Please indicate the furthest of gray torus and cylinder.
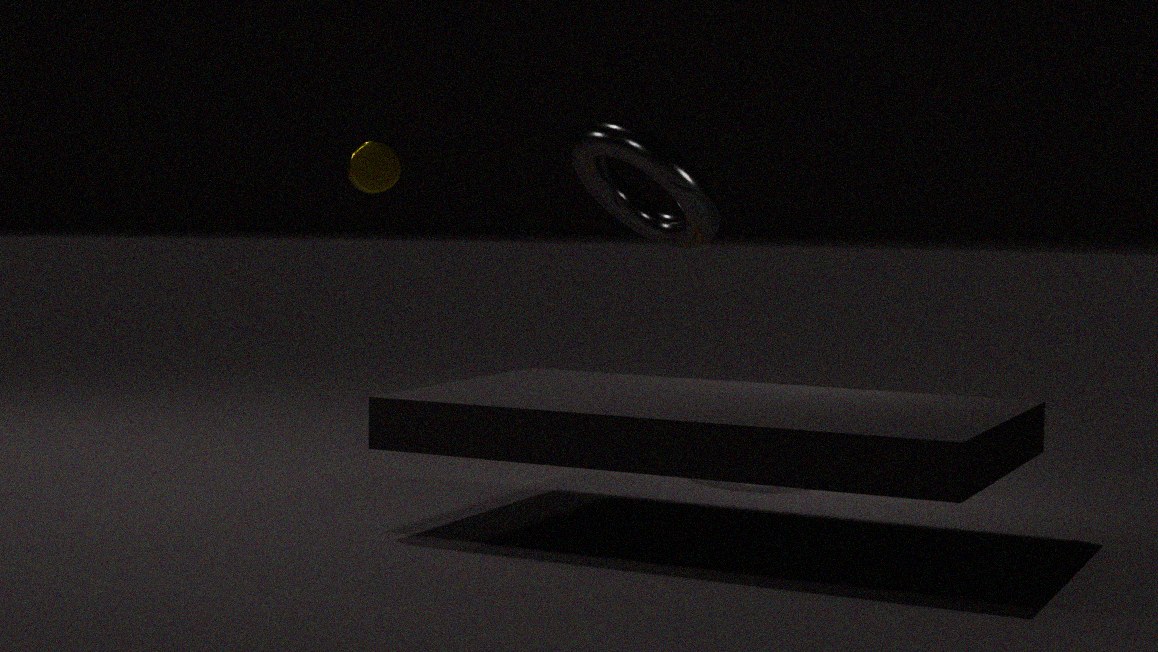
cylinder
